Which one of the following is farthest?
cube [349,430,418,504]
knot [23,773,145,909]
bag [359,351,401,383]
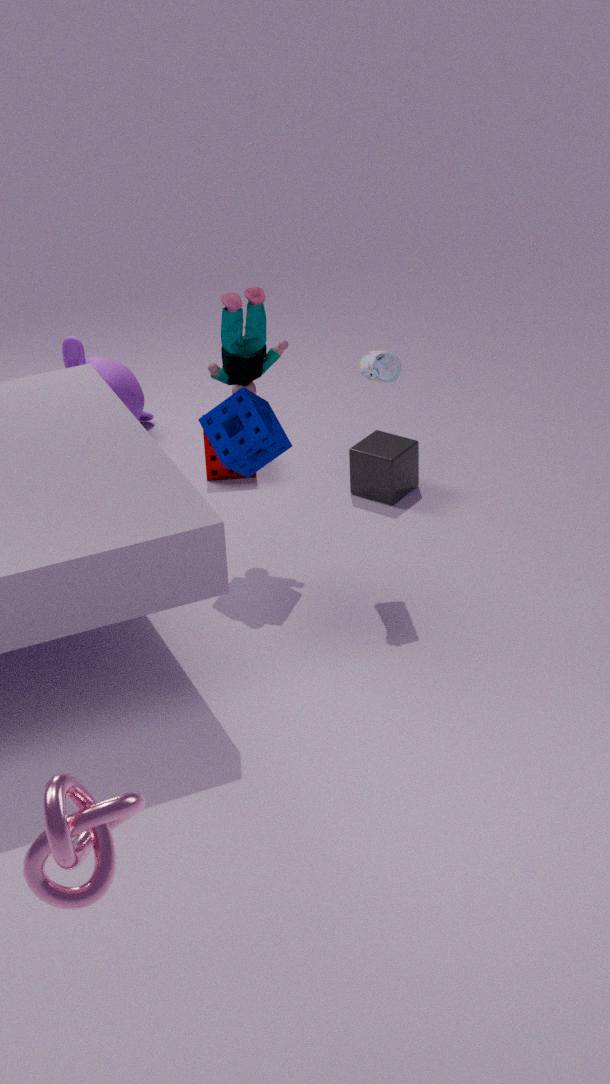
cube [349,430,418,504]
